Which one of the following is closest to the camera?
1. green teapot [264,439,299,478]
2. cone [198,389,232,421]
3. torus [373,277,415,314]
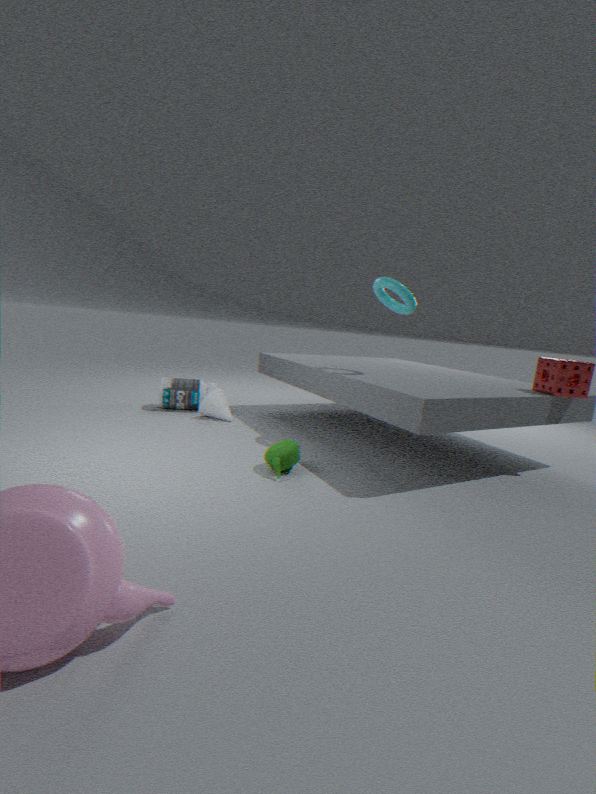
green teapot [264,439,299,478]
